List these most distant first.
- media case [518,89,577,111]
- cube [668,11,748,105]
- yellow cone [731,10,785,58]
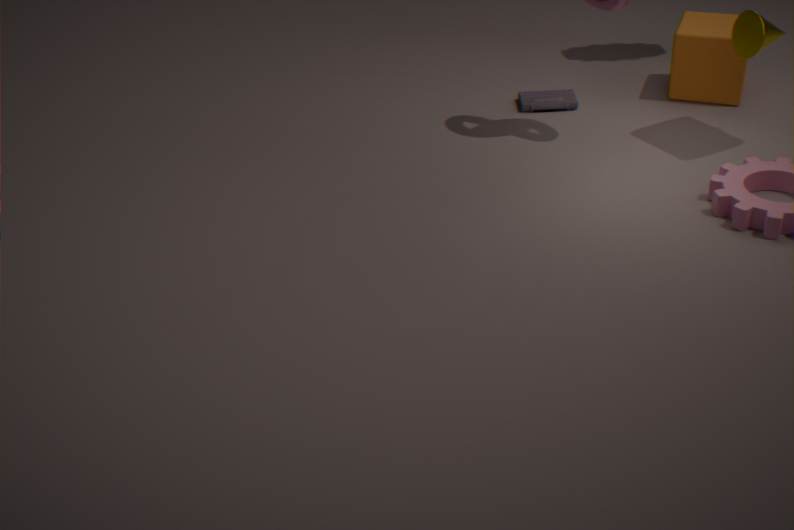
media case [518,89,577,111], cube [668,11,748,105], yellow cone [731,10,785,58]
